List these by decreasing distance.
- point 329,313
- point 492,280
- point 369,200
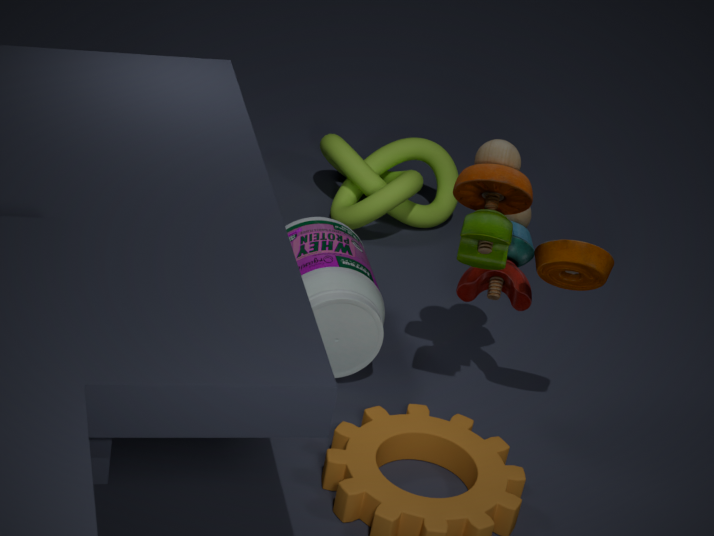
point 369,200 < point 492,280 < point 329,313
